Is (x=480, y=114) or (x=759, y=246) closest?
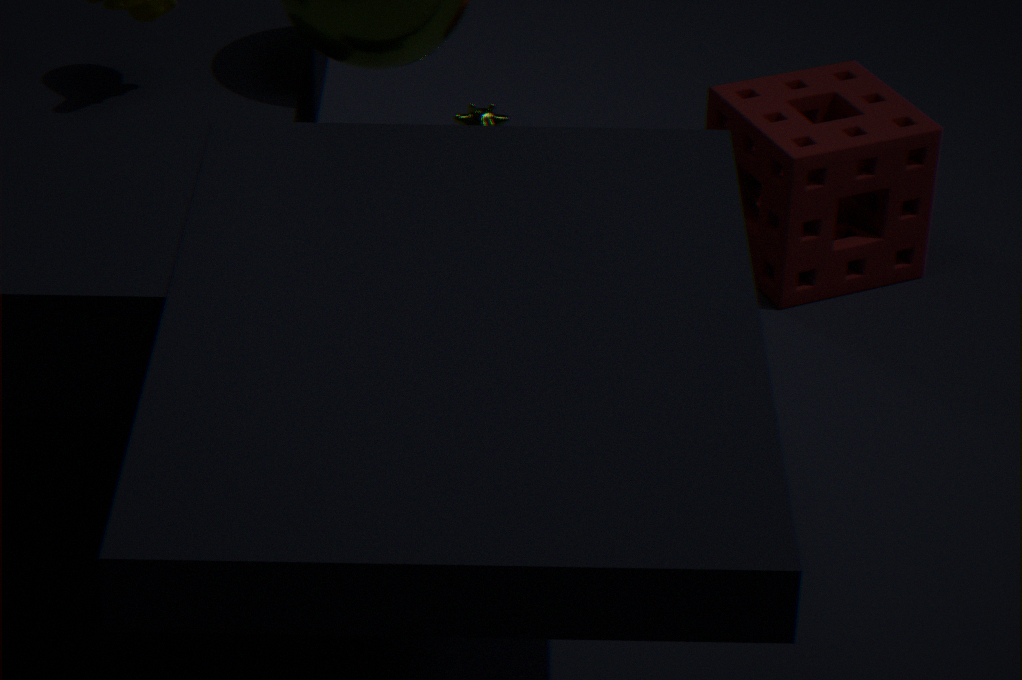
(x=759, y=246)
